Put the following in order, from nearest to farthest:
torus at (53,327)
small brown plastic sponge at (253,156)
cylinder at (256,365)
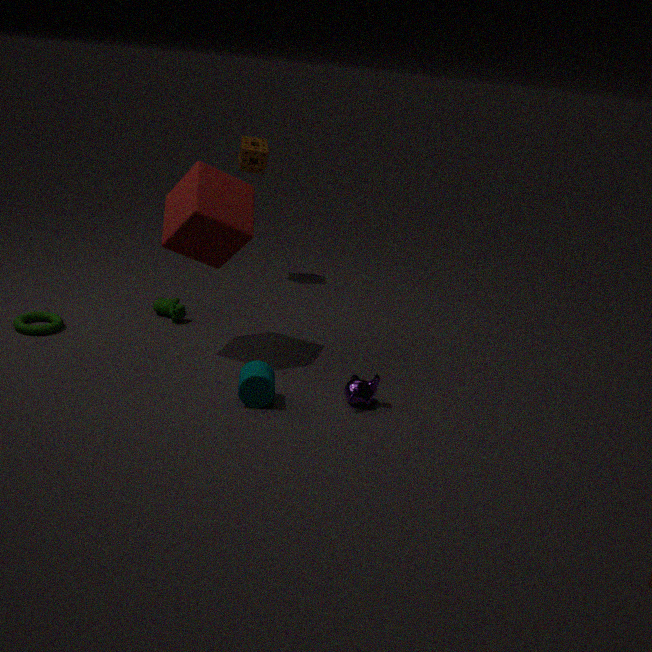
cylinder at (256,365) < torus at (53,327) < small brown plastic sponge at (253,156)
